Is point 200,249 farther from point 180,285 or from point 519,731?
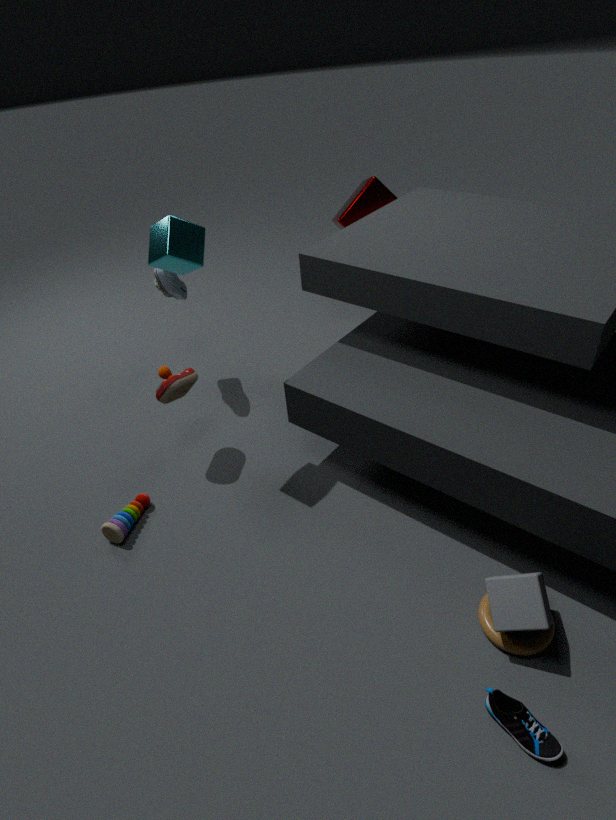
point 519,731
